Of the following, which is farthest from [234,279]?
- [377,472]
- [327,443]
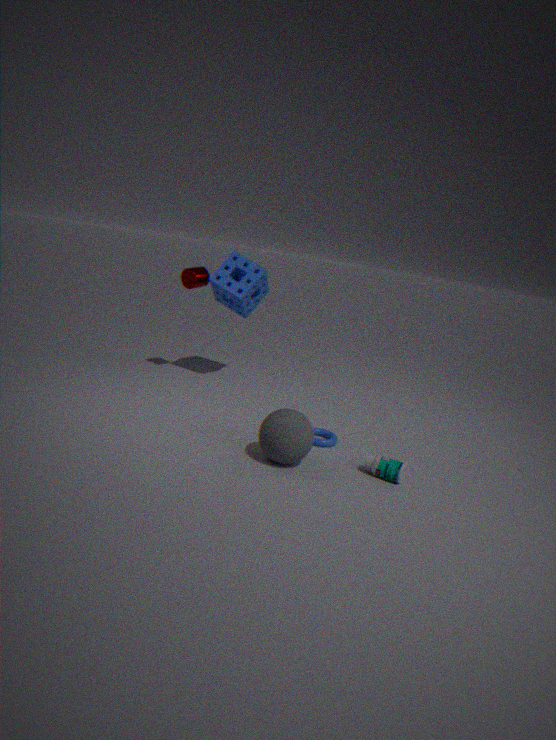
[377,472]
